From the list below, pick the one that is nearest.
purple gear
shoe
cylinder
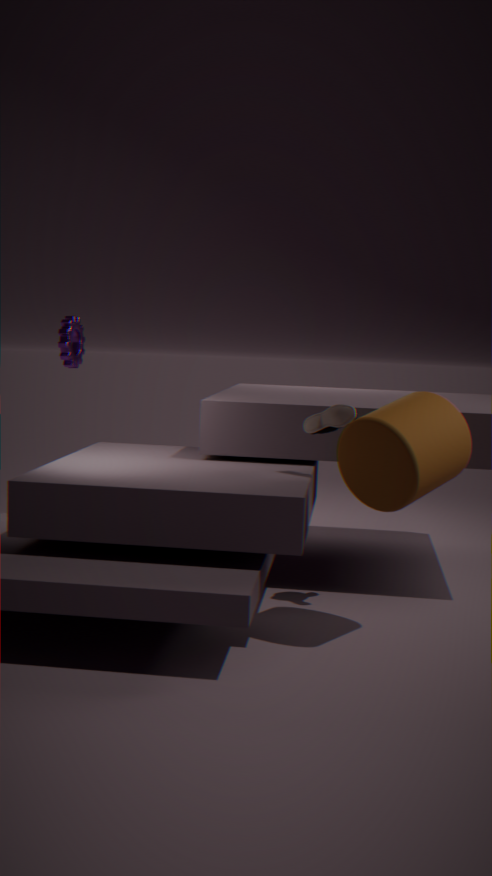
cylinder
